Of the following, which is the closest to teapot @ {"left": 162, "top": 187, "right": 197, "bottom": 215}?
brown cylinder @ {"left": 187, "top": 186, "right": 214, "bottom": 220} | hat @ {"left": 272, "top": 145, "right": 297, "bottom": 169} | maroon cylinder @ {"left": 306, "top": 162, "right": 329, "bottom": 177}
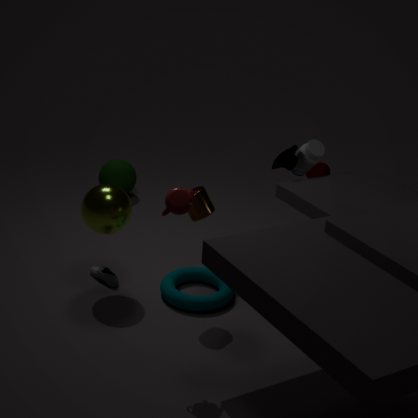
brown cylinder @ {"left": 187, "top": 186, "right": 214, "bottom": 220}
